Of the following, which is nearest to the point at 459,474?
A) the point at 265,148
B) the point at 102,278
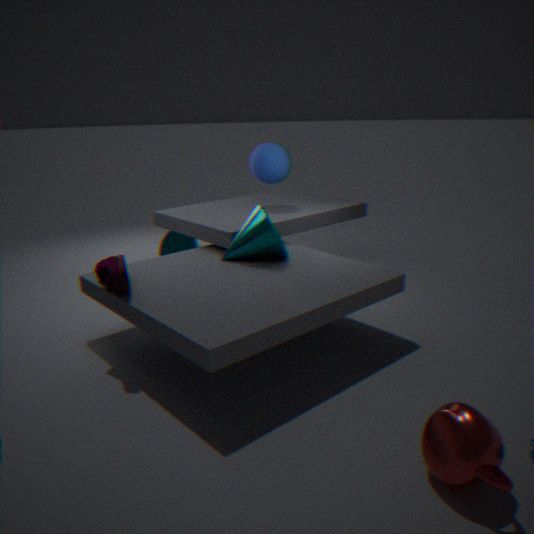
the point at 102,278
